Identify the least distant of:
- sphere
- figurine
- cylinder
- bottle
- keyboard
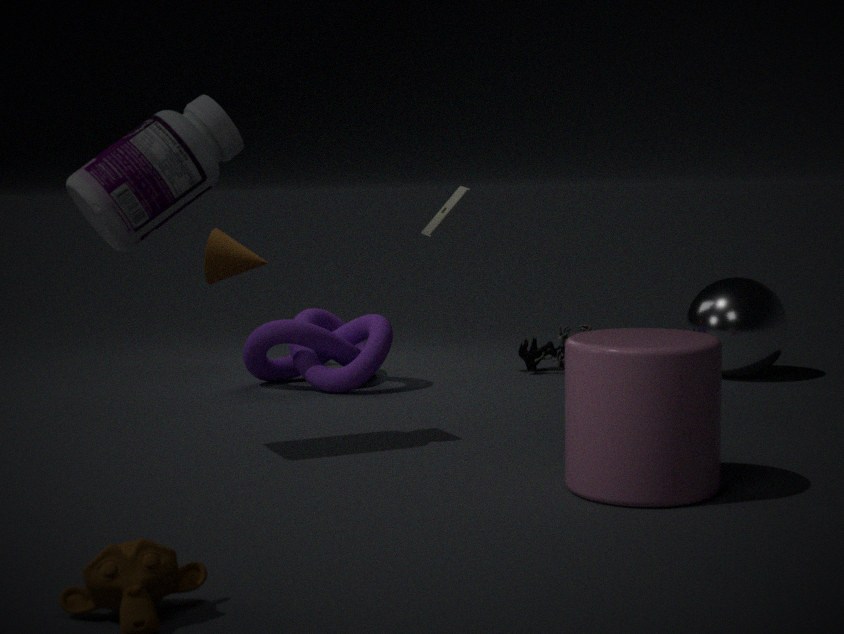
cylinder
